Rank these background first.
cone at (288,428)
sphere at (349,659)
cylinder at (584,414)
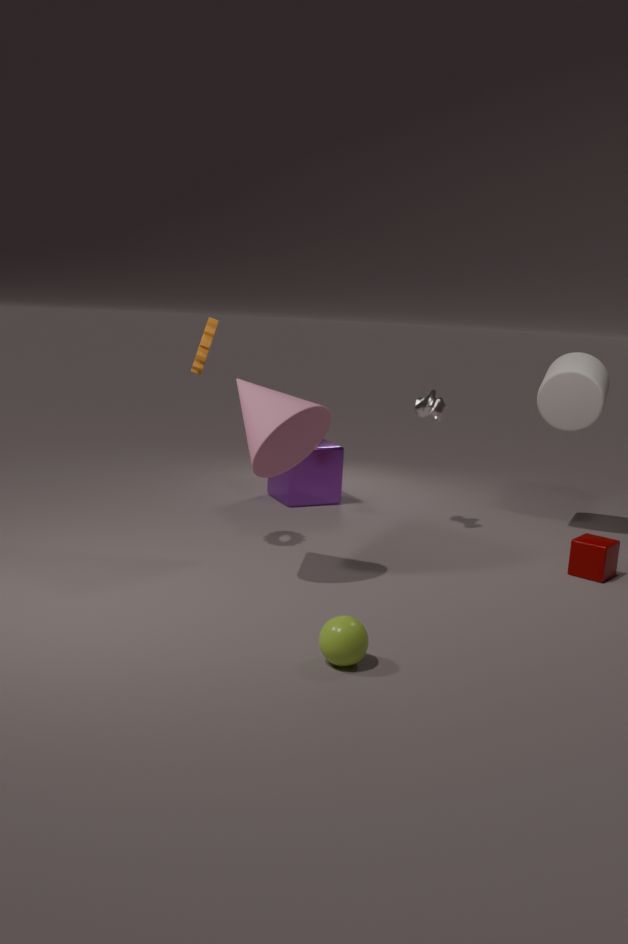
cylinder at (584,414), cone at (288,428), sphere at (349,659)
